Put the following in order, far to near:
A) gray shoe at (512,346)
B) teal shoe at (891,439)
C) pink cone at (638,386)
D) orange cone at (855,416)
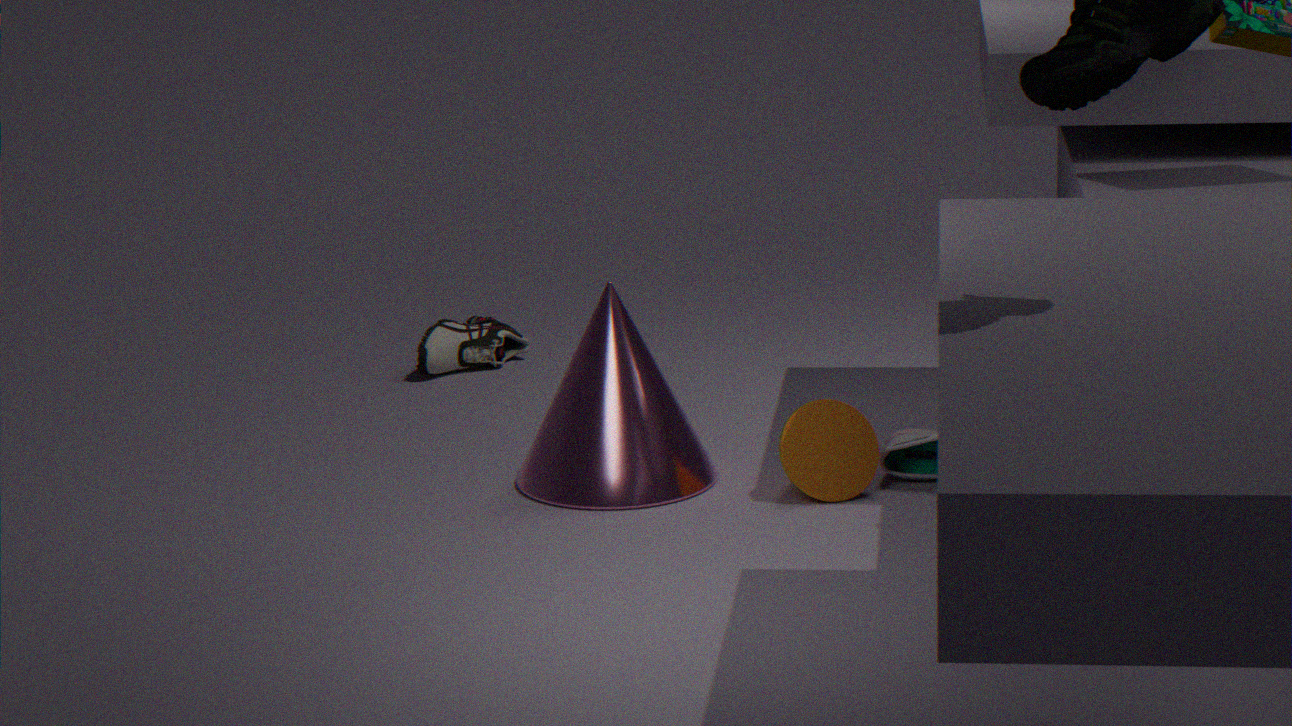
1. gray shoe at (512,346)
2. teal shoe at (891,439)
3. pink cone at (638,386)
4. orange cone at (855,416)
